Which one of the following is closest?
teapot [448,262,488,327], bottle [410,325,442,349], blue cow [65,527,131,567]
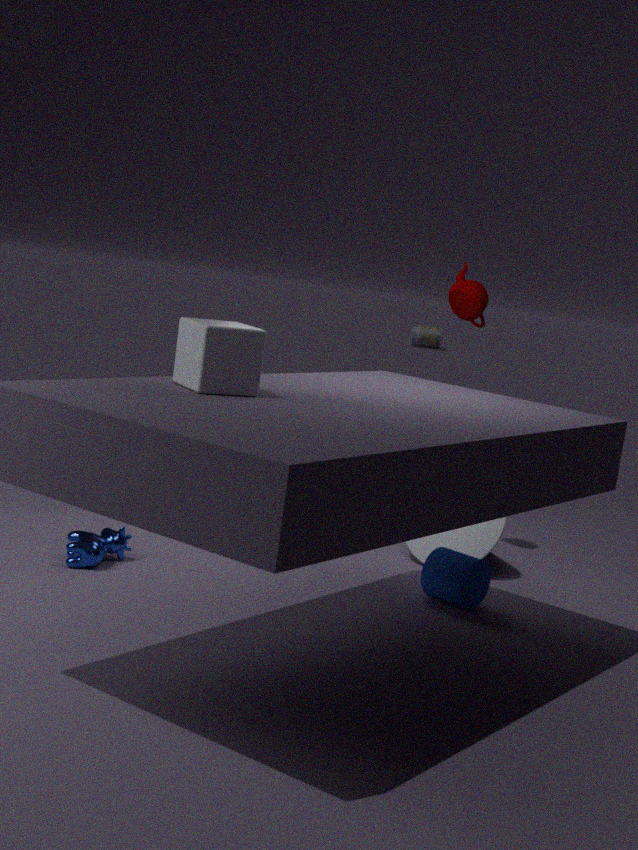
blue cow [65,527,131,567]
